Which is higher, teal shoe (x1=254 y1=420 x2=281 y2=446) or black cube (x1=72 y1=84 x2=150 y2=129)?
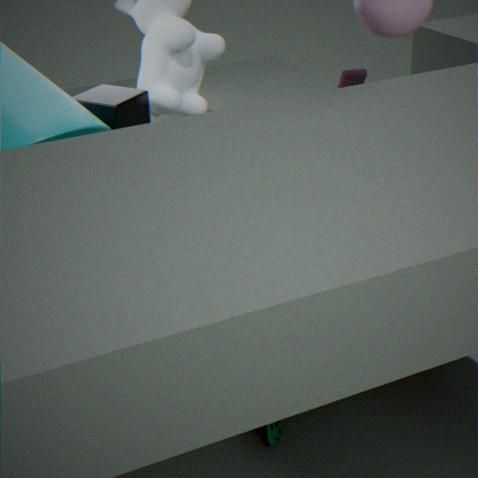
black cube (x1=72 y1=84 x2=150 y2=129)
